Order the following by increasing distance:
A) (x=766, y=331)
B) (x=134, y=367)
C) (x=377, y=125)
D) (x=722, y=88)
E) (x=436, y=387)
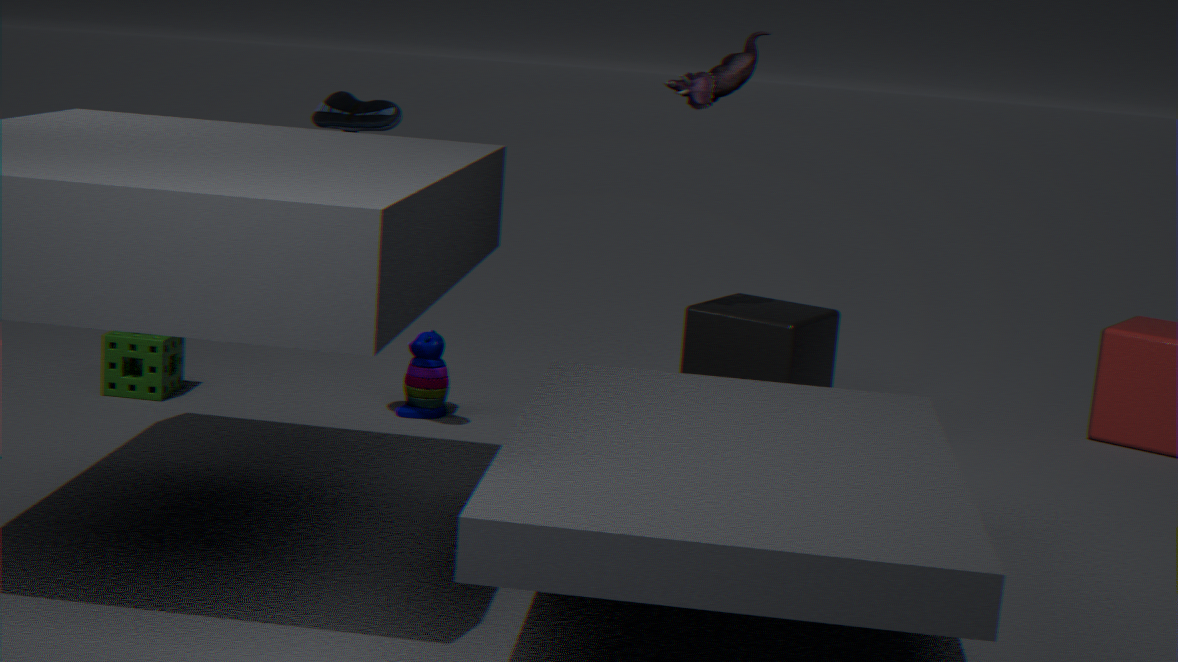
(x=377, y=125)
(x=722, y=88)
(x=436, y=387)
(x=766, y=331)
(x=134, y=367)
